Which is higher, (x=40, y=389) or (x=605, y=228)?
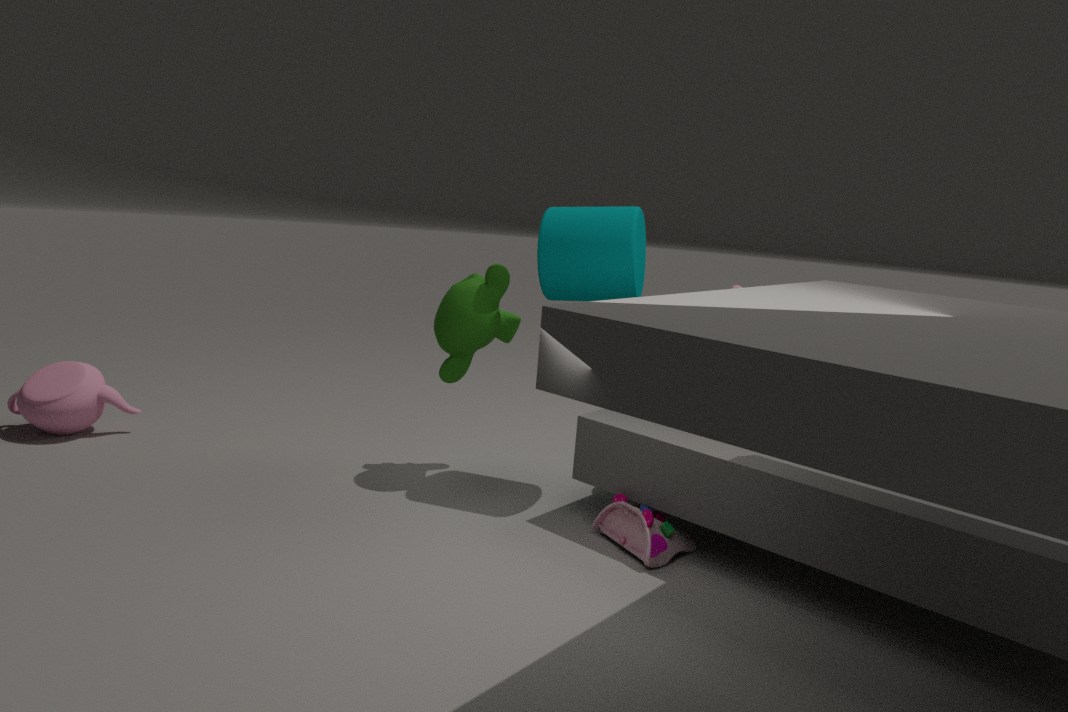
(x=605, y=228)
